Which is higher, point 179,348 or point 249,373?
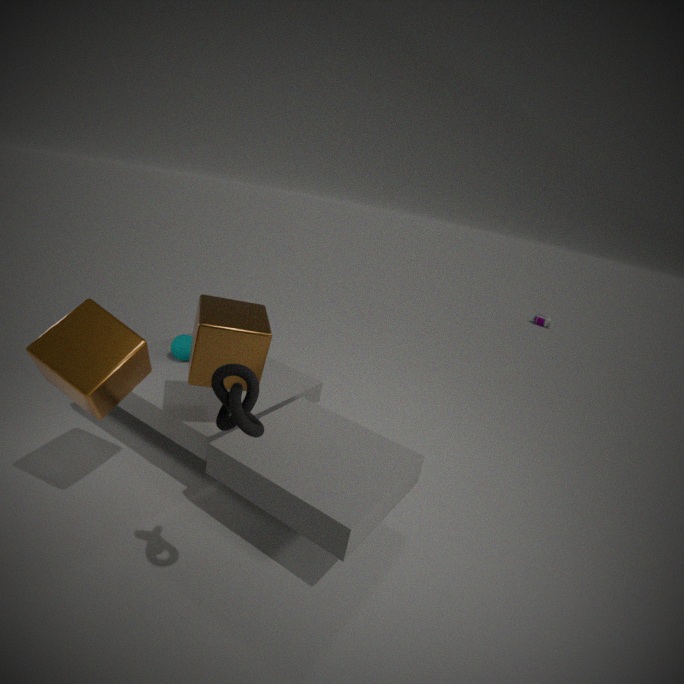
point 249,373
